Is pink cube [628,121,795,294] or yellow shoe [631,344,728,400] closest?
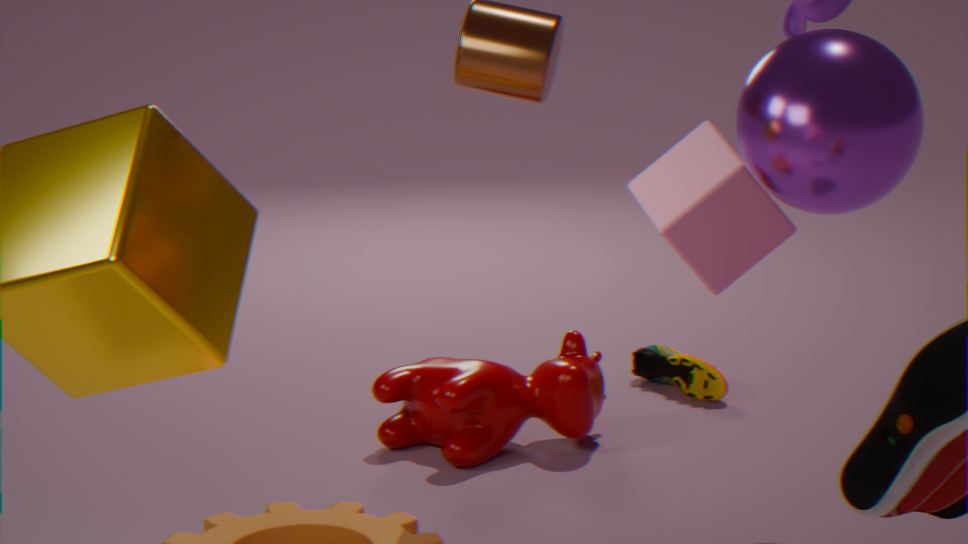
pink cube [628,121,795,294]
